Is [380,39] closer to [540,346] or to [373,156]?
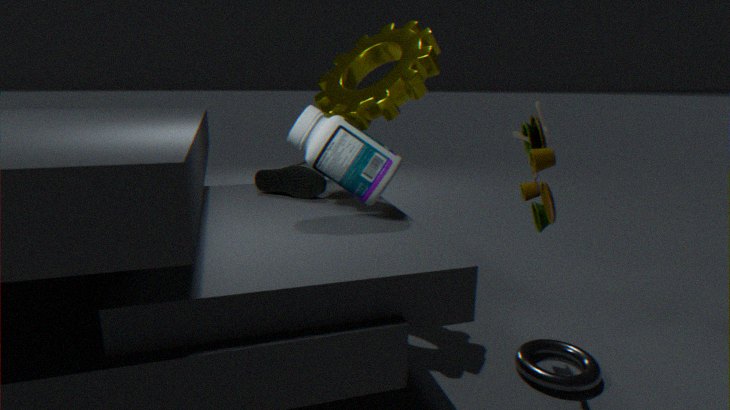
[373,156]
